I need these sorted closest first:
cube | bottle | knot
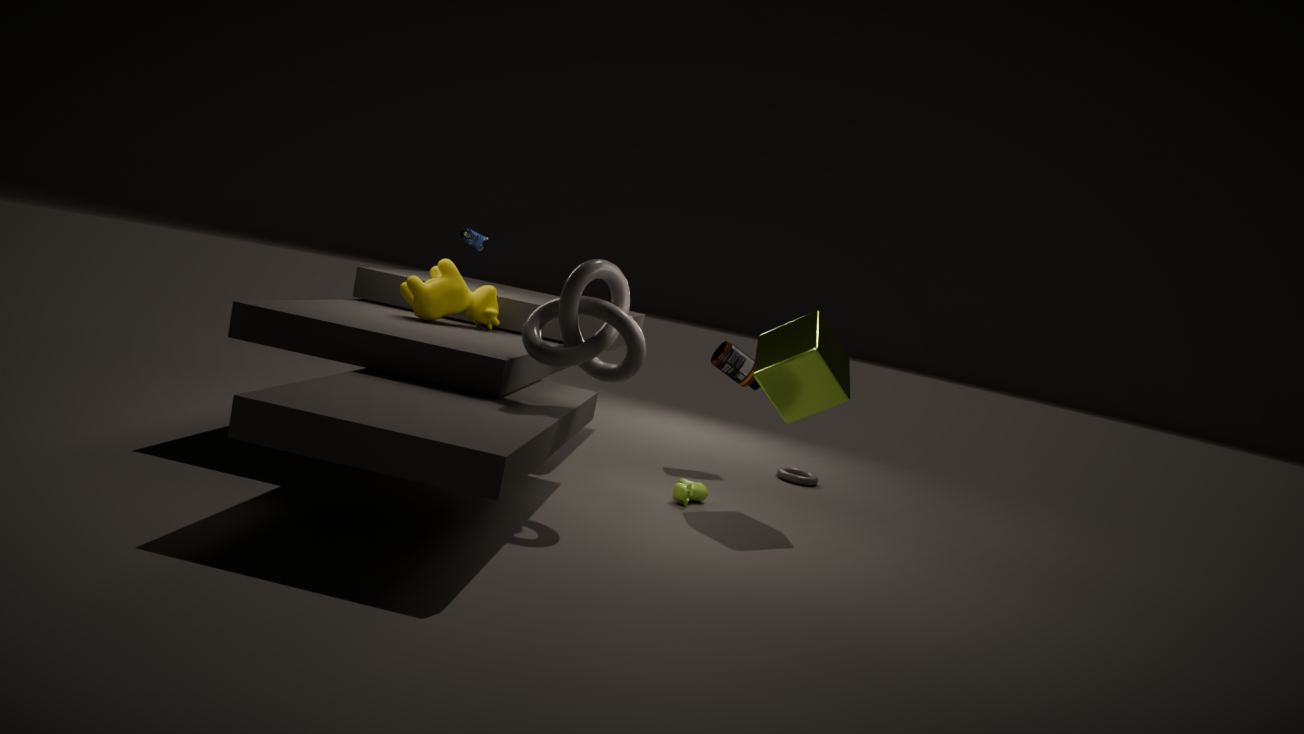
knot, cube, bottle
